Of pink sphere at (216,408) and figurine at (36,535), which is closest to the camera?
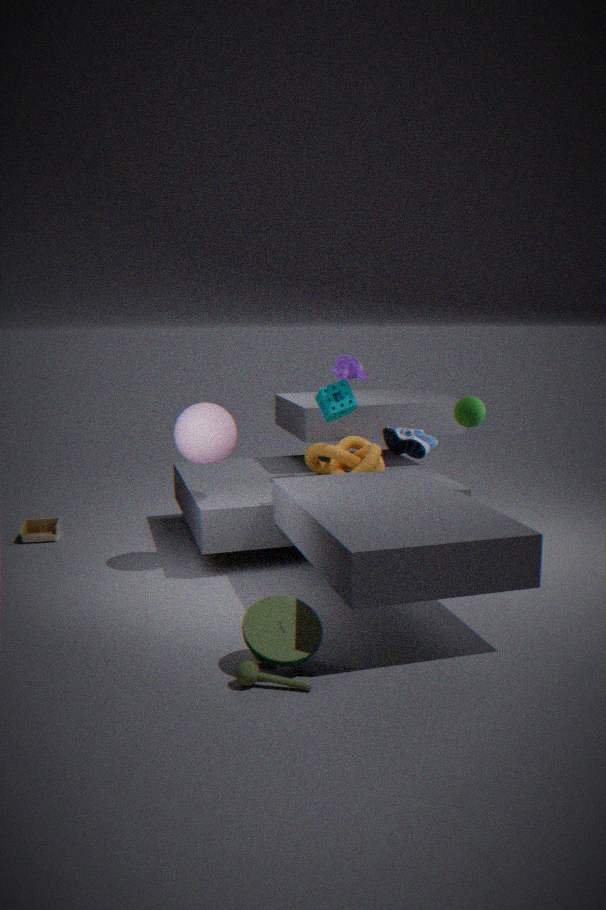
pink sphere at (216,408)
